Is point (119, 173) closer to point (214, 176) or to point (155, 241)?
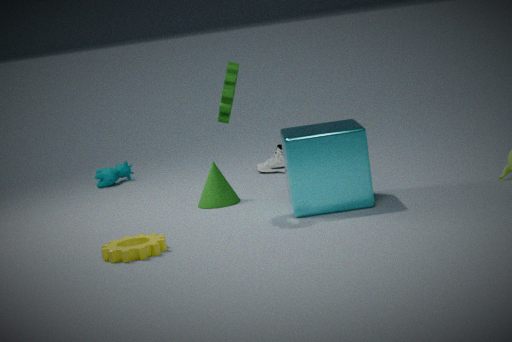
point (214, 176)
